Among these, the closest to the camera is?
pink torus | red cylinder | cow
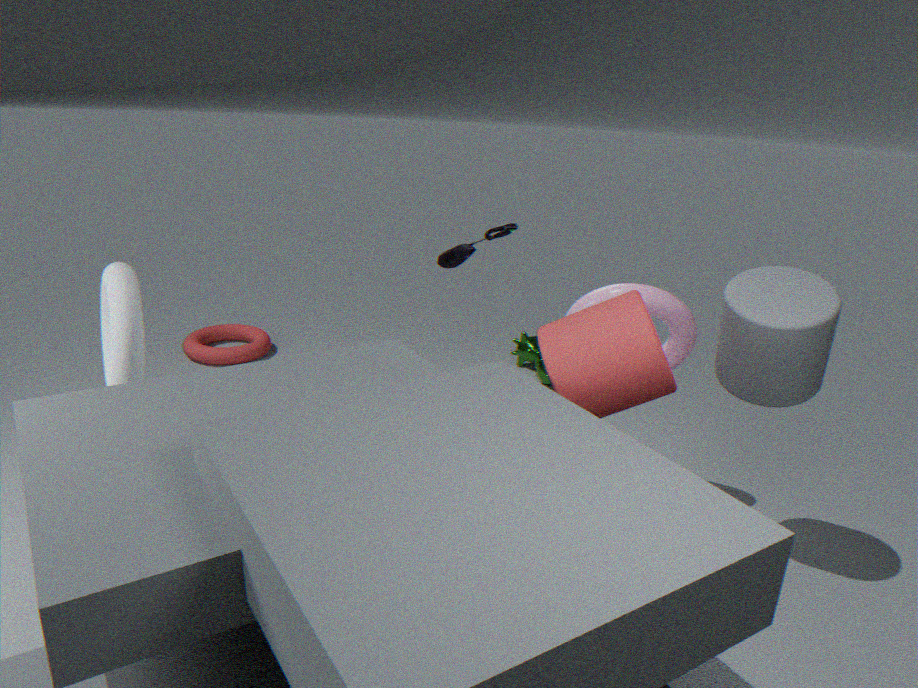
red cylinder
